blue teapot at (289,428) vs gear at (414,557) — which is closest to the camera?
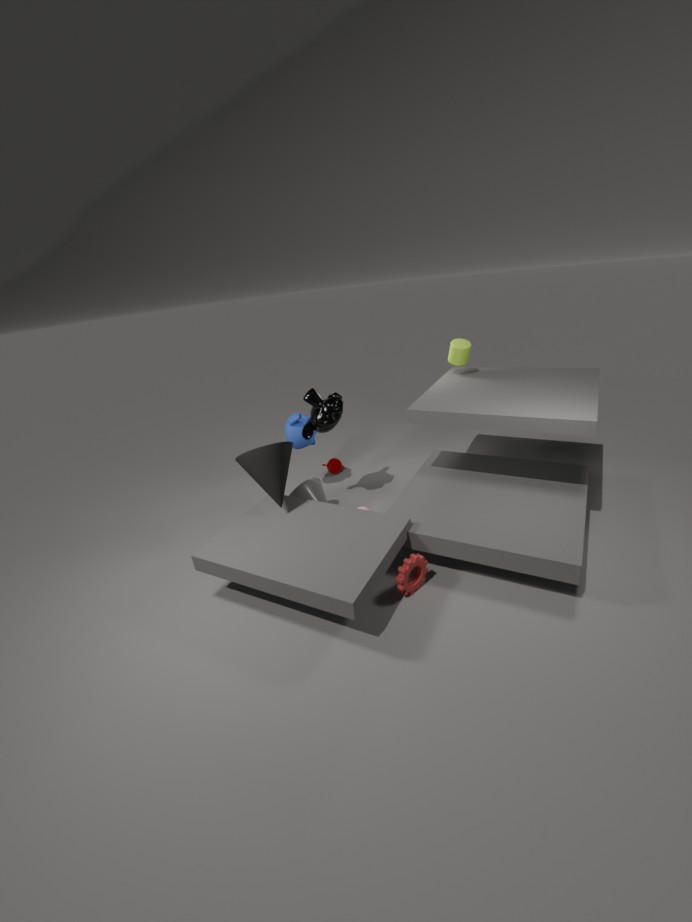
gear at (414,557)
